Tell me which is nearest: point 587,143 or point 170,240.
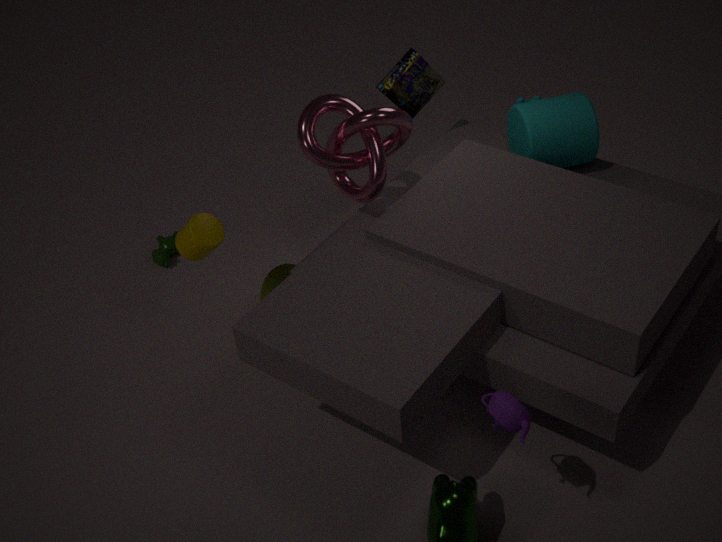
point 587,143
